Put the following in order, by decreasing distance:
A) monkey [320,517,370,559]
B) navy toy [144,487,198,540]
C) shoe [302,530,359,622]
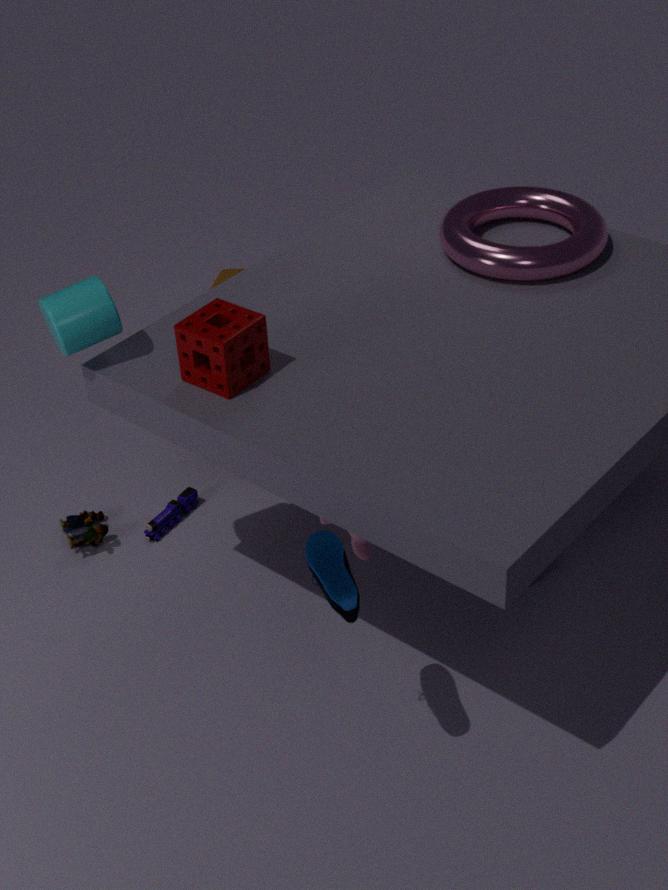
navy toy [144,487,198,540], monkey [320,517,370,559], shoe [302,530,359,622]
